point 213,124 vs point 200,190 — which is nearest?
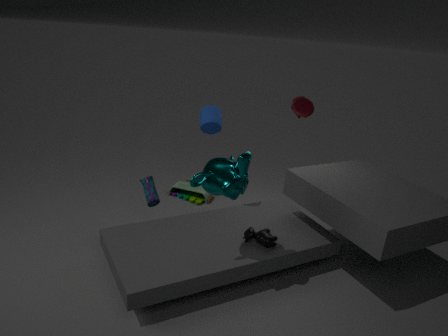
point 213,124
